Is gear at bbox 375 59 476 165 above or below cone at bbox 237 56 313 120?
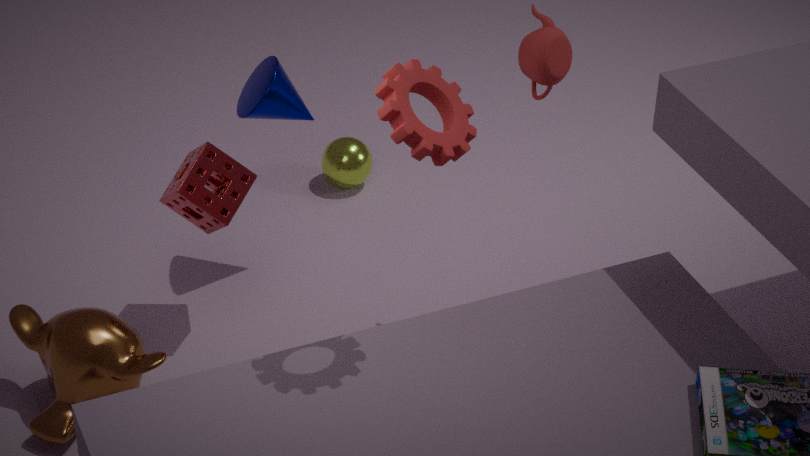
above
